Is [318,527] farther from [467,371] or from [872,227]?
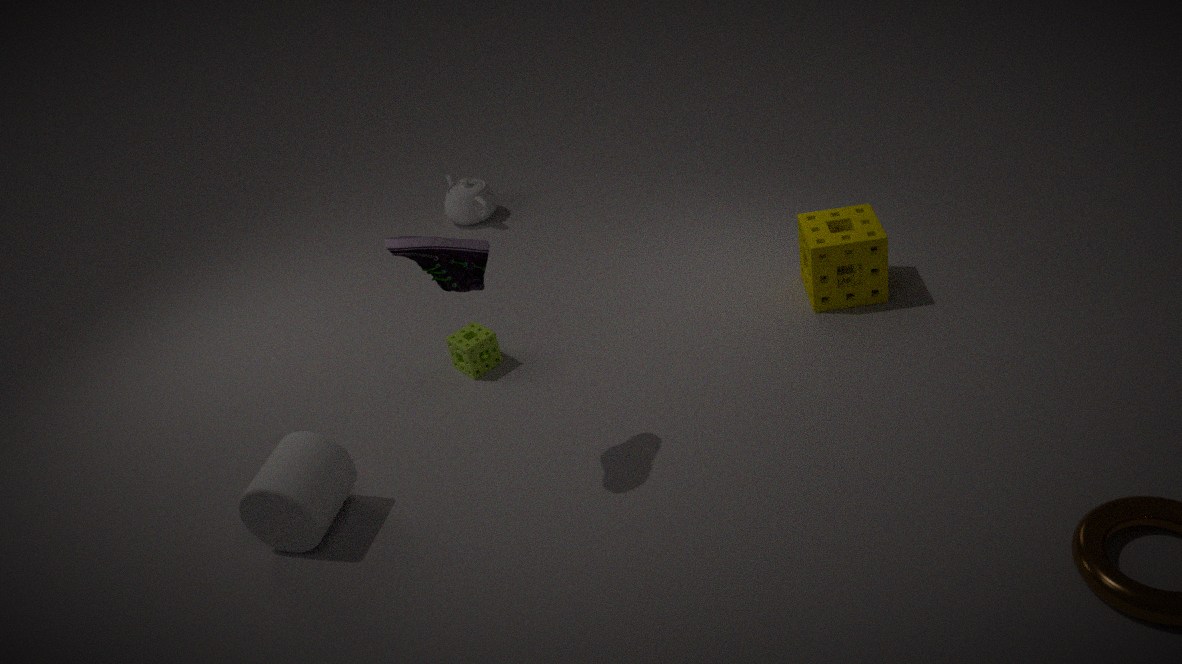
[872,227]
